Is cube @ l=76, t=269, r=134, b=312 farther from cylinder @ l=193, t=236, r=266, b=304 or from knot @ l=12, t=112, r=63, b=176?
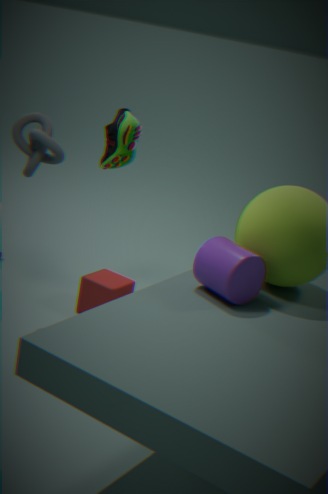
cylinder @ l=193, t=236, r=266, b=304
